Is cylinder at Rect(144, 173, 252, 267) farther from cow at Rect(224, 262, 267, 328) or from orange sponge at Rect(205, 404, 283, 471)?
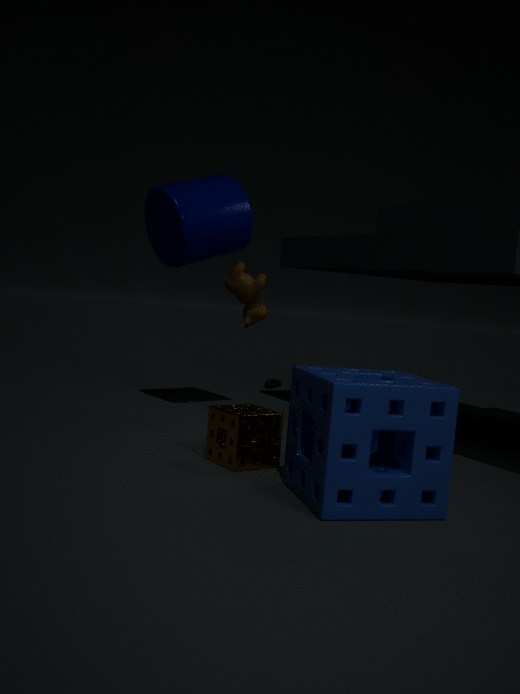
orange sponge at Rect(205, 404, 283, 471)
